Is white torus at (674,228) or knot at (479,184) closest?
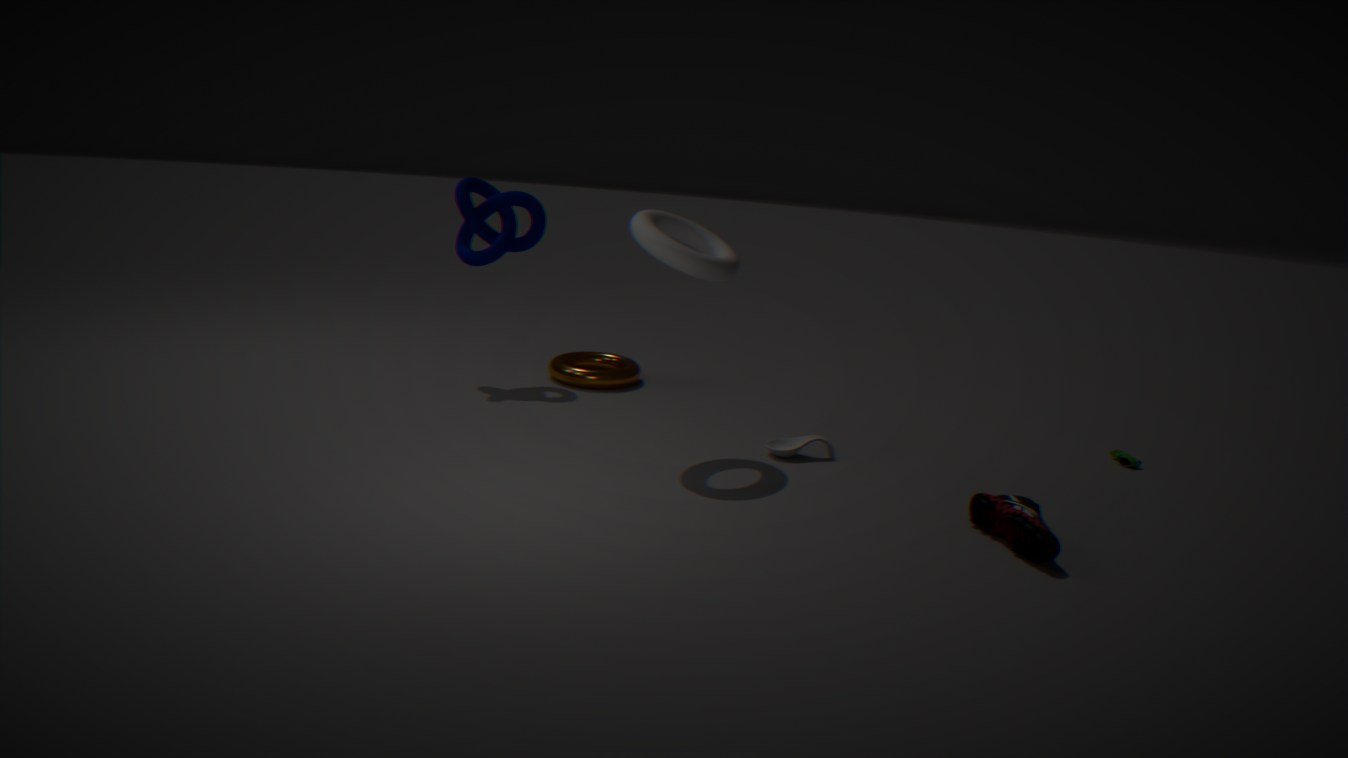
white torus at (674,228)
